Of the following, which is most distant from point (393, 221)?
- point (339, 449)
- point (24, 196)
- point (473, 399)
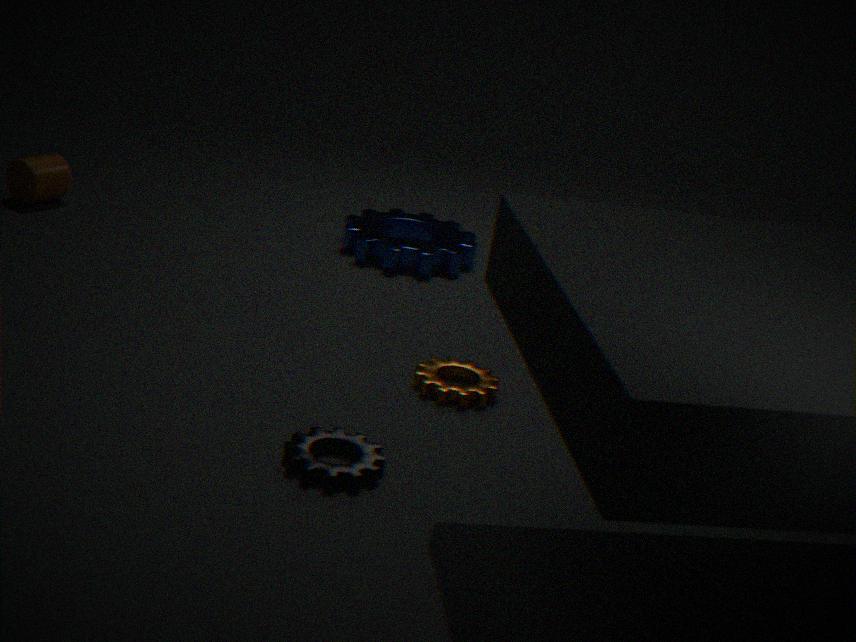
point (339, 449)
